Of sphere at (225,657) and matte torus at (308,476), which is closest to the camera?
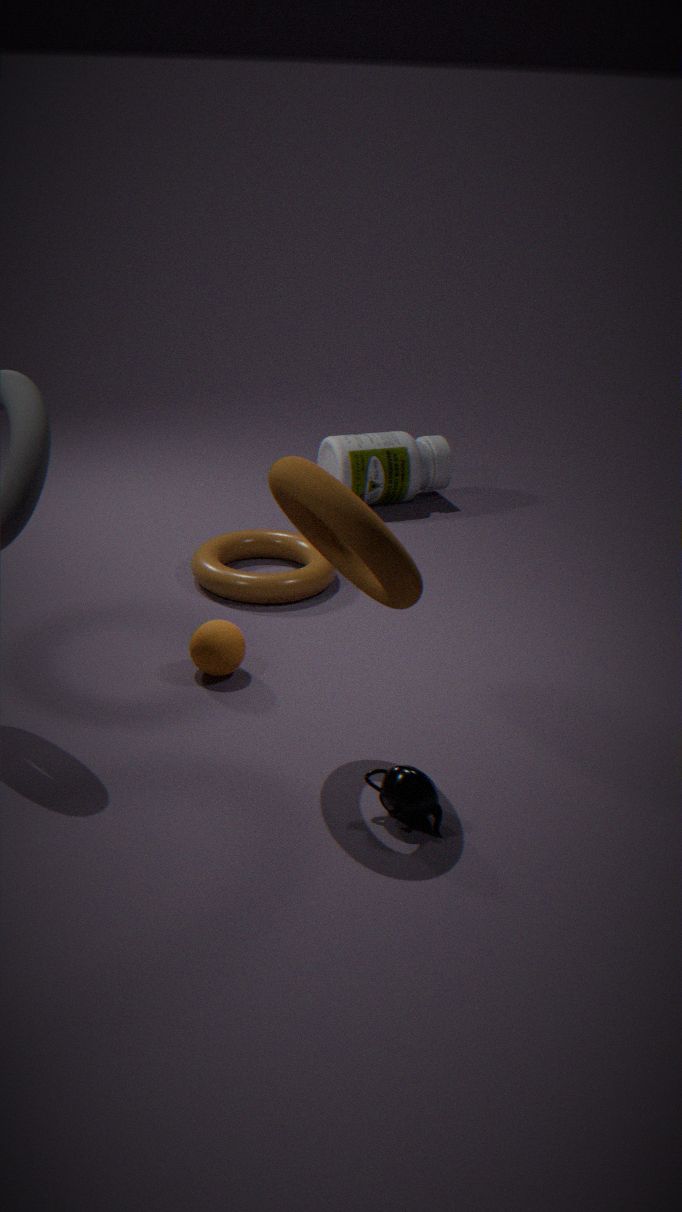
matte torus at (308,476)
